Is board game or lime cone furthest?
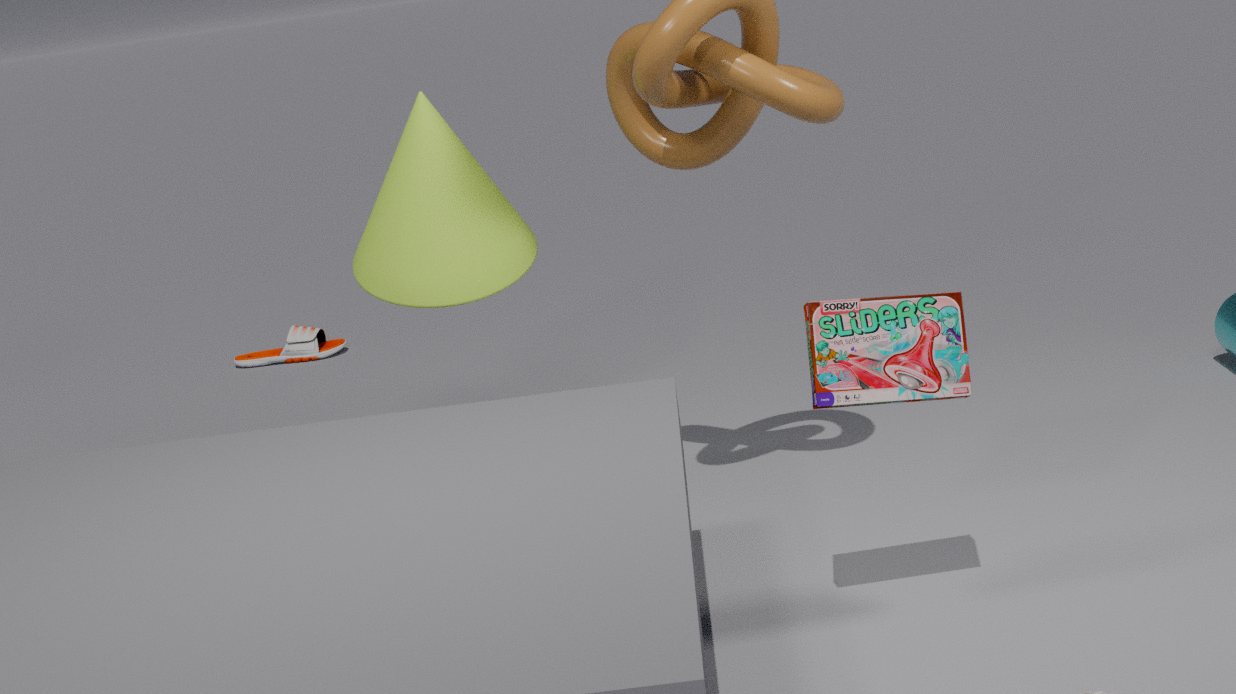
lime cone
